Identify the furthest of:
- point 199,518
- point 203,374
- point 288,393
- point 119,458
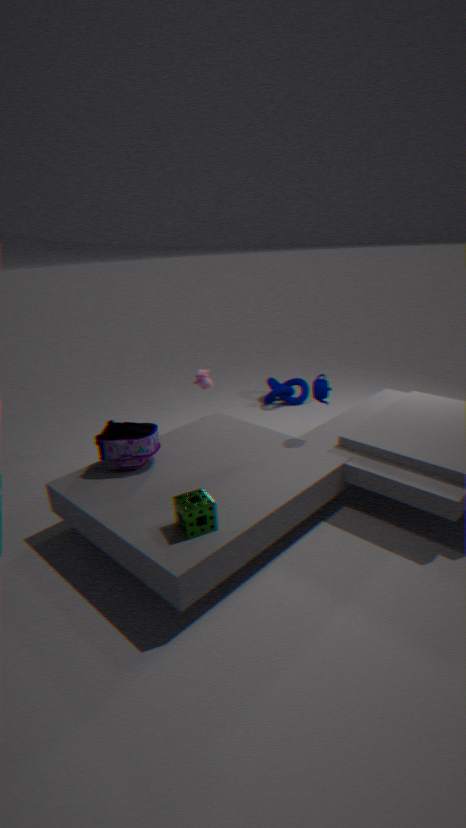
point 288,393
